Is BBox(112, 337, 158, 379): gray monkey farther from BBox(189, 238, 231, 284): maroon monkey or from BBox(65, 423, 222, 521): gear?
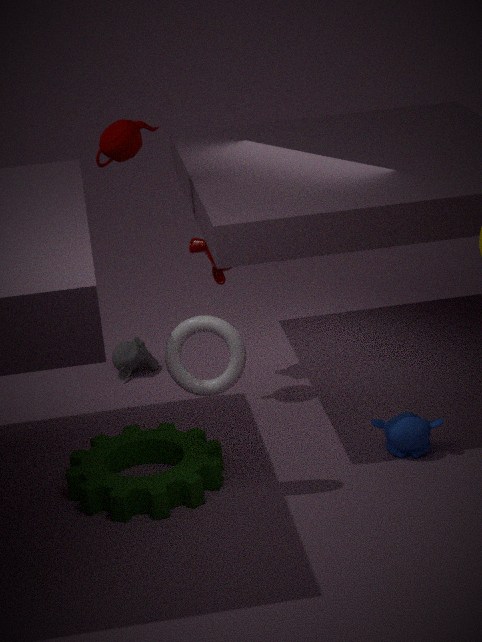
BBox(65, 423, 222, 521): gear
